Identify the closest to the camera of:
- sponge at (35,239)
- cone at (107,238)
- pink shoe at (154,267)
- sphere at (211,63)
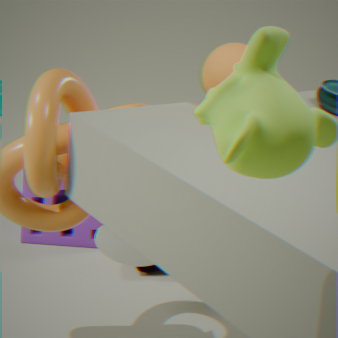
sphere at (211,63)
